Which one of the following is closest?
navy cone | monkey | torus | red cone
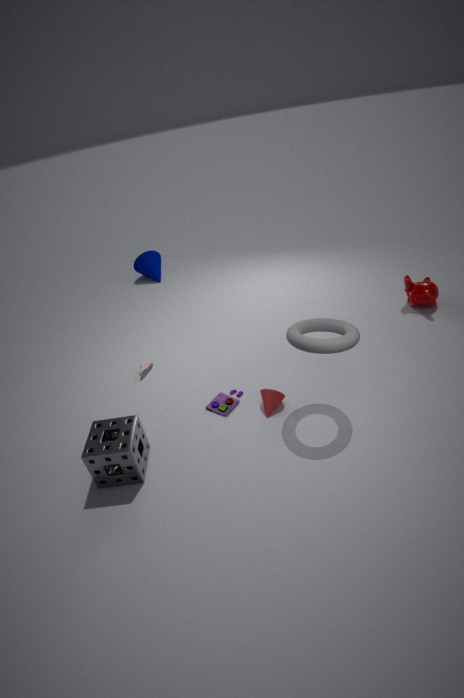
torus
